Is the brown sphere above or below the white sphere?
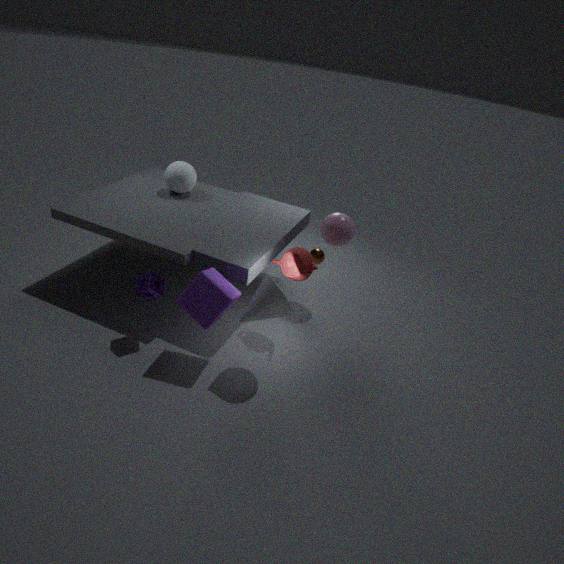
below
